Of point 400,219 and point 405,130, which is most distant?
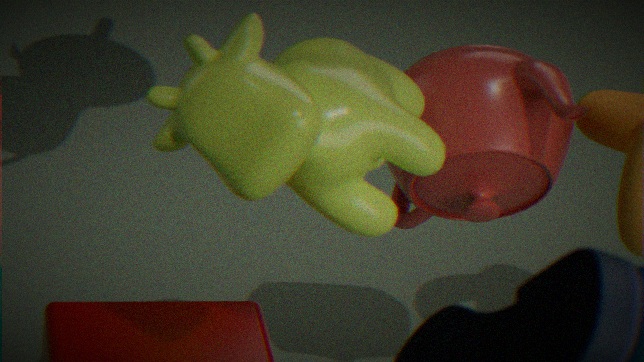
point 400,219
